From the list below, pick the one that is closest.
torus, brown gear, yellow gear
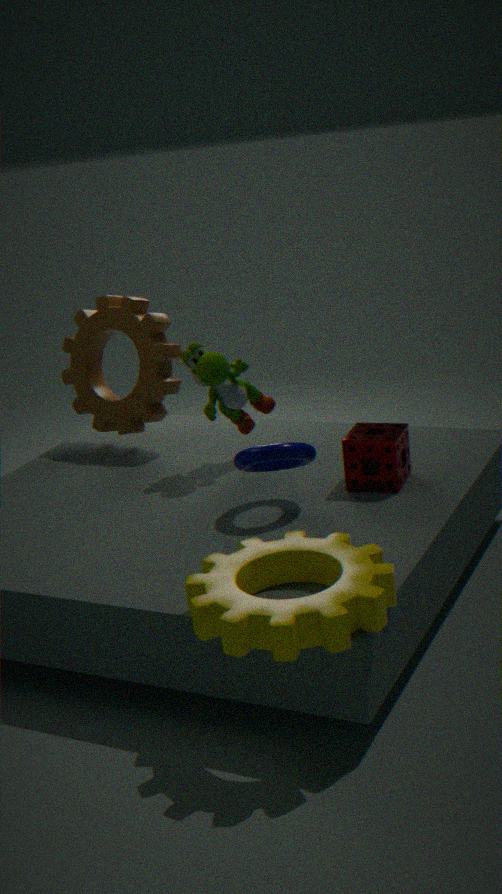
yellow gear
